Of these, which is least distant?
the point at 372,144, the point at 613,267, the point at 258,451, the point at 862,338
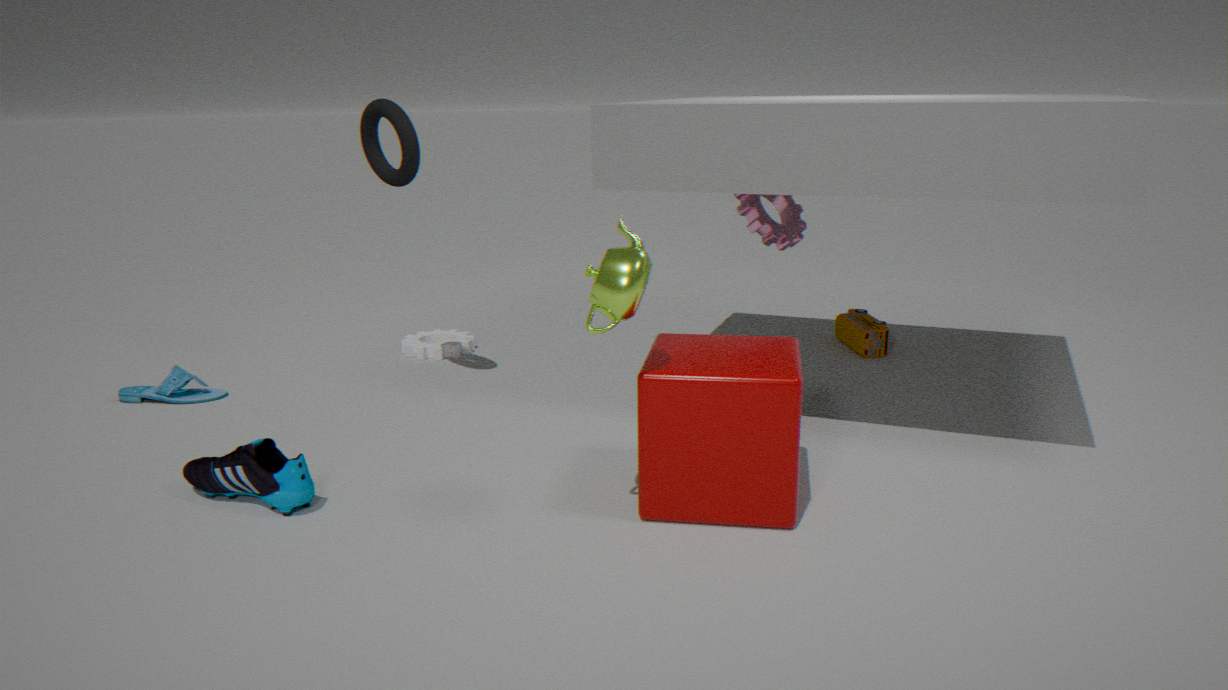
the point at 613,267
